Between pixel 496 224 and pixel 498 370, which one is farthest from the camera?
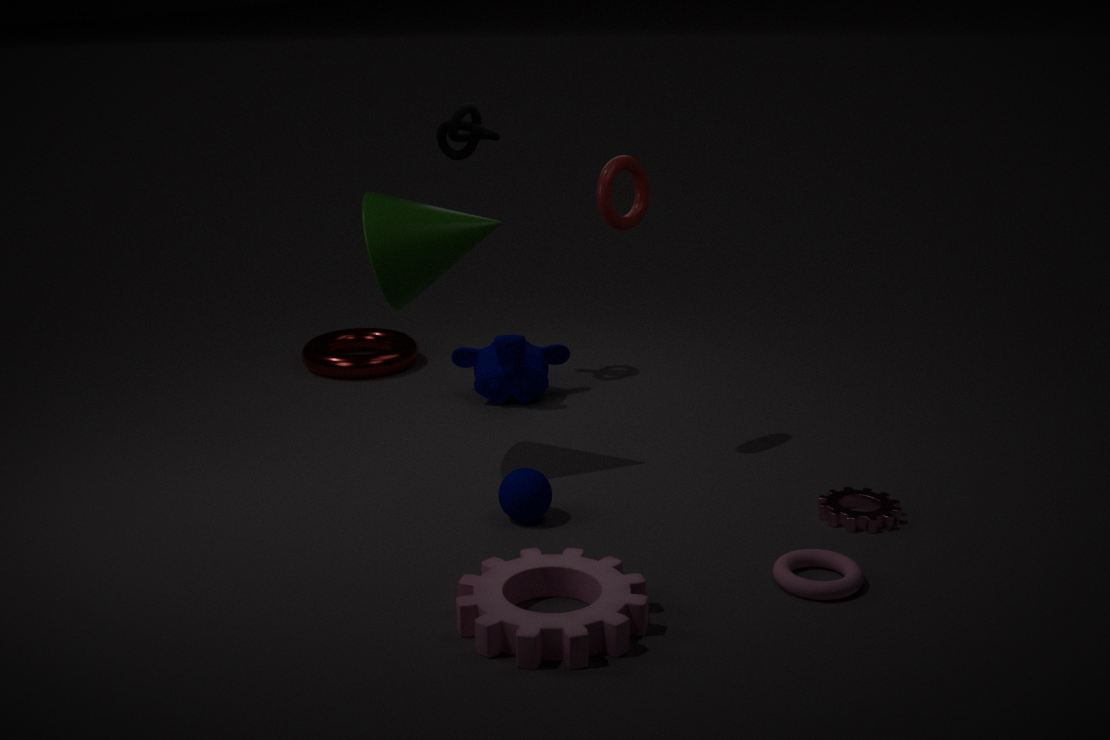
pixel 498 370
